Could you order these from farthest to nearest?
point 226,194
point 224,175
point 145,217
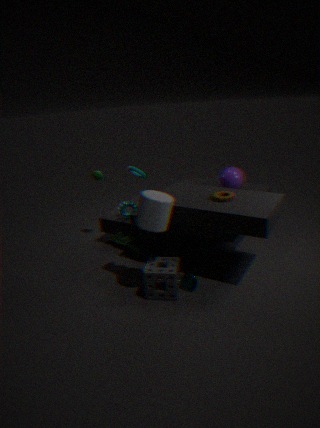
point 224,175
point 226,194
point 145,217
